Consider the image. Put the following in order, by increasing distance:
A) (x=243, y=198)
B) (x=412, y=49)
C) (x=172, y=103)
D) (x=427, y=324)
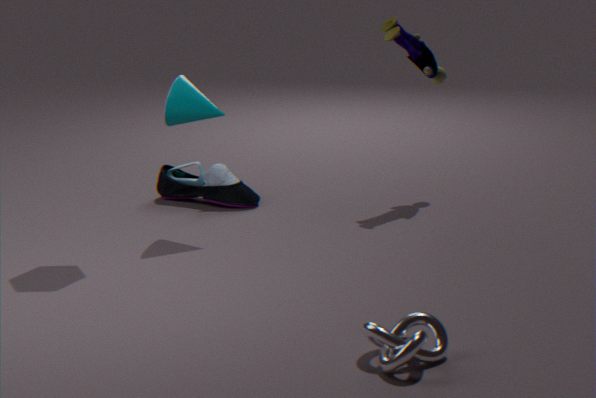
(x=427, y=324), (x=172, y=103), (x=412, y=49), (x=243, y=198)
